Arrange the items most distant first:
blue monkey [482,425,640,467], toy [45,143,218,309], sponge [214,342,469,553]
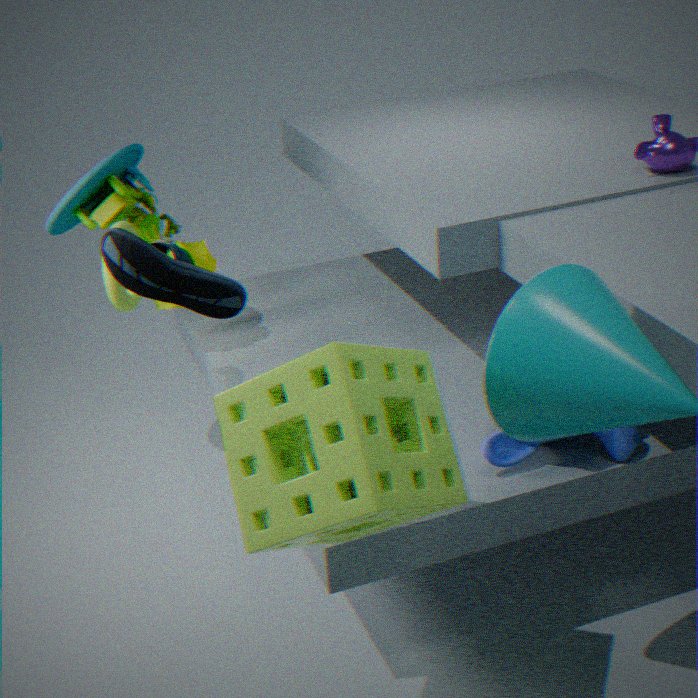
1. toy [45,143,218,309]
2. blue monkey [482,425,640,467]
3. sponge [214,342,469,553]
